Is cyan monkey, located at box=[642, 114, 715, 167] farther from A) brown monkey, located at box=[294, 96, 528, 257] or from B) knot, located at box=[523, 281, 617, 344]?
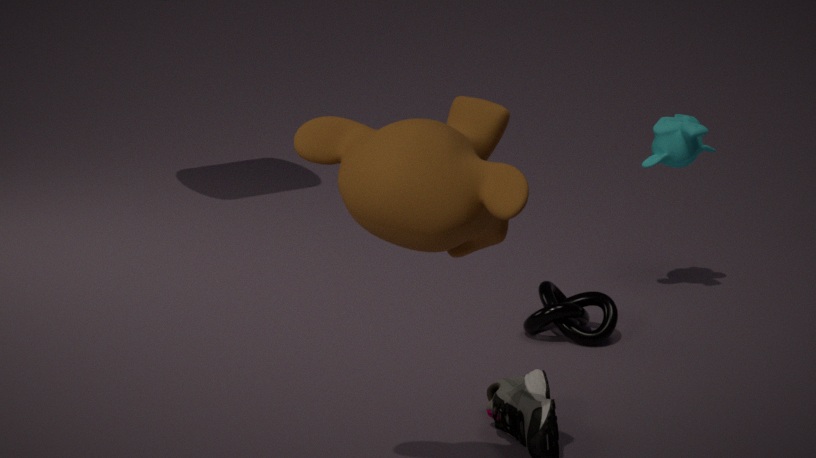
A) brown monkey, located at box=[294, 96, 528, 257]
